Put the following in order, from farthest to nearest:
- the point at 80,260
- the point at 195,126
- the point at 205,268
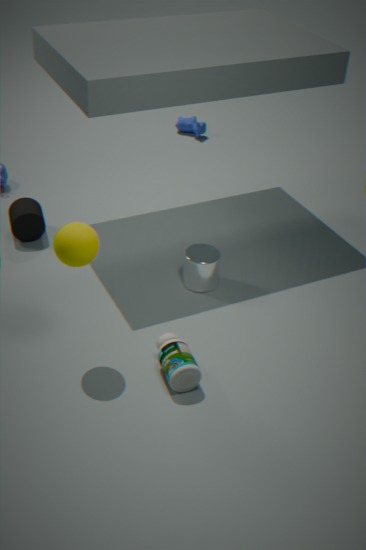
the point at 195,126 < the point at 205,268 < the point at 80,260
